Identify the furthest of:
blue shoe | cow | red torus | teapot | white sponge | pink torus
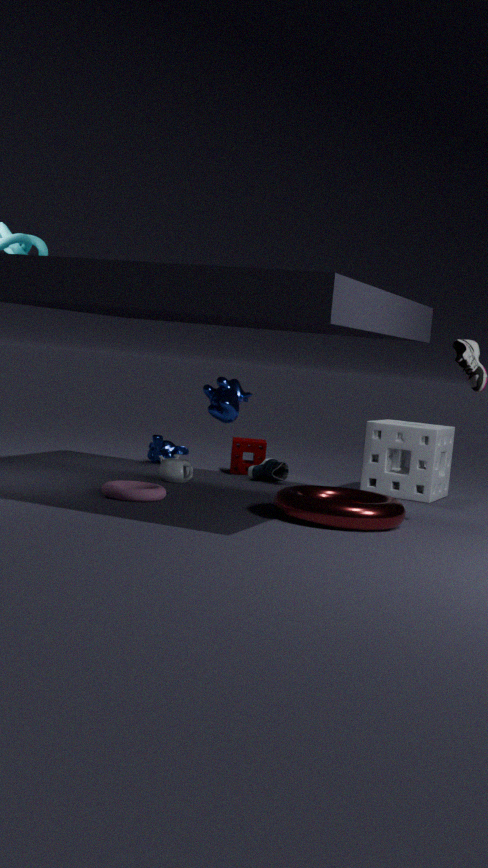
blue shoe
